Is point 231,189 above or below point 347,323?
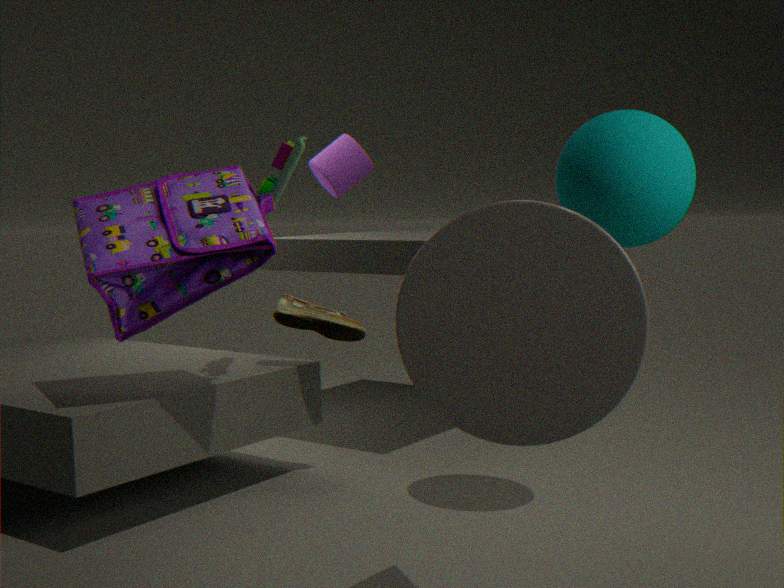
above
